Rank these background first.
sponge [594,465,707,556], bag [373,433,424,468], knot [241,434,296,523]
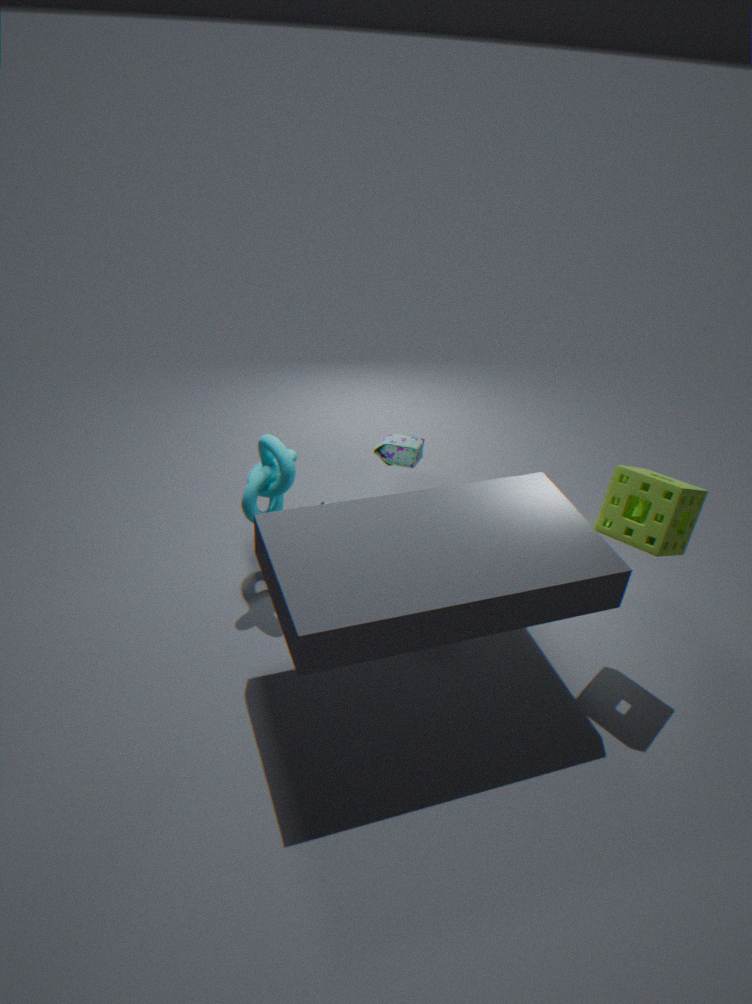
bag [373,433,424,468], knot [241,434,296,523], sponge [594,465,707,556]
